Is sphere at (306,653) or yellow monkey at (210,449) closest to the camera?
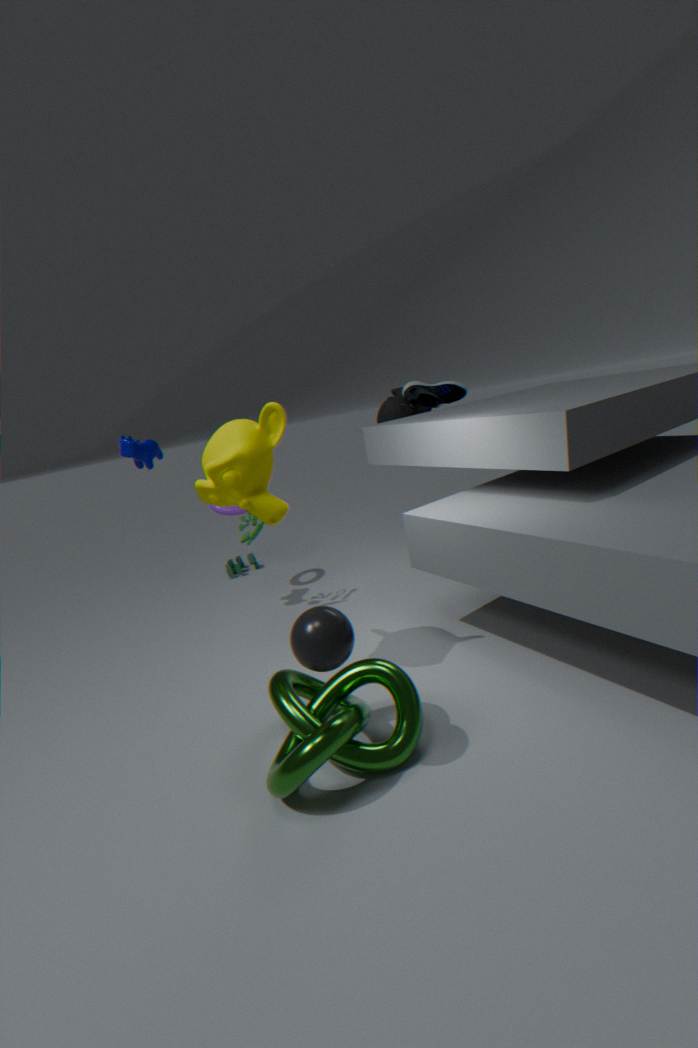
sphere at (306,653)
